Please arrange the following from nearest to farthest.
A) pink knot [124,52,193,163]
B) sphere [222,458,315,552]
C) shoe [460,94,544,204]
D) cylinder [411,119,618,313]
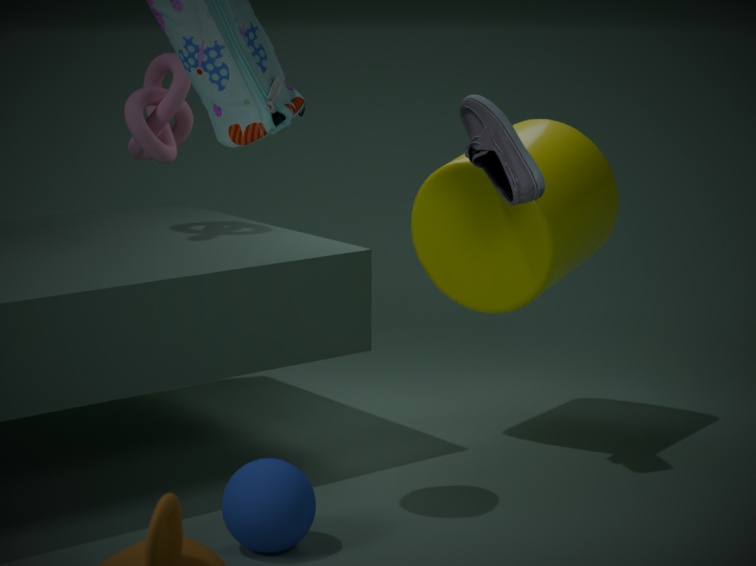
1. sphere [222,458,315,552]
2. shoe [460,94,544,204]
3. cylinder [411,119,618,313]
4. pink knot [124,52,193,163]
